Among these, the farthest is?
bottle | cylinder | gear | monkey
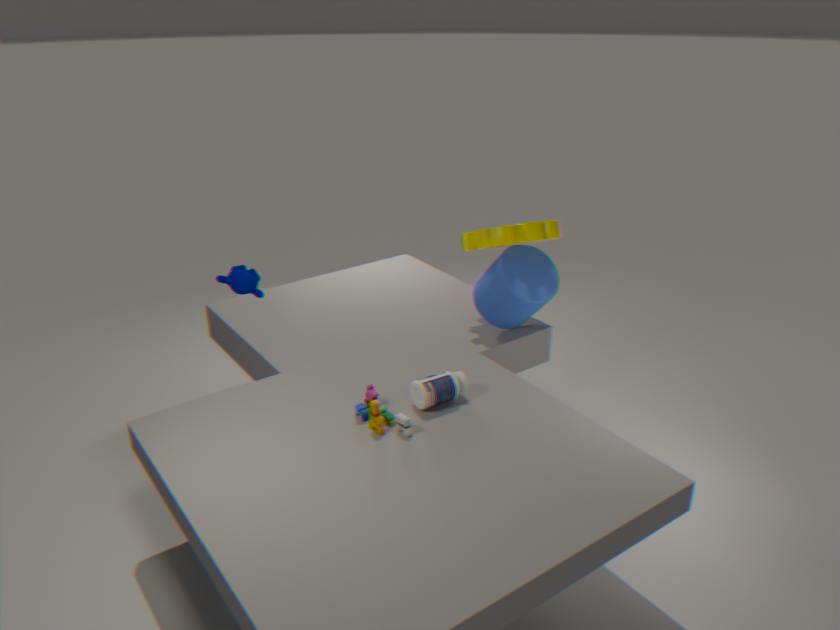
cylinder
